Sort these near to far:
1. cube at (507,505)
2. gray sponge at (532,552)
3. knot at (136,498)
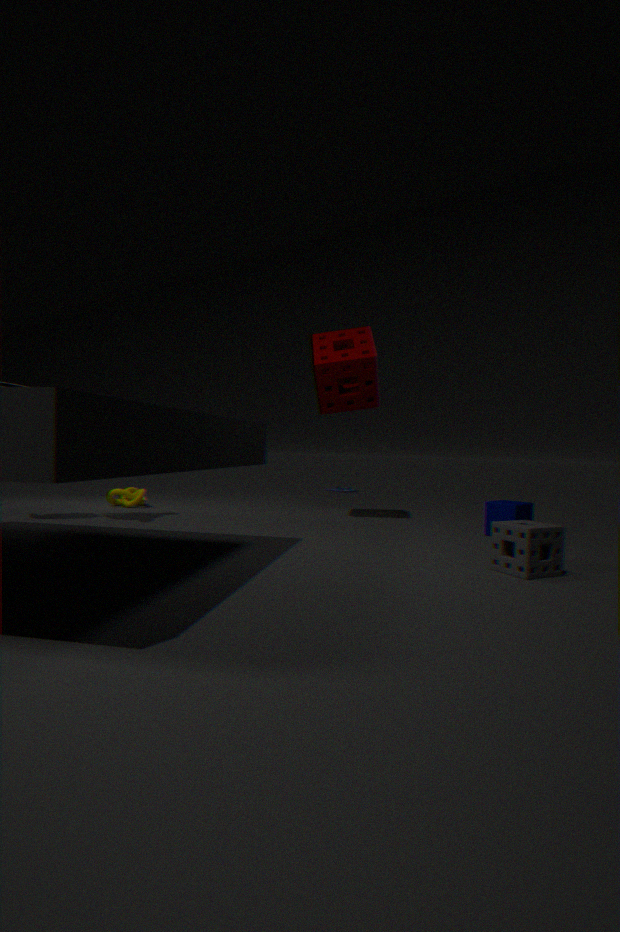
gray sponge at (532,552) → cube at (507,505) → knot at (136,498)
